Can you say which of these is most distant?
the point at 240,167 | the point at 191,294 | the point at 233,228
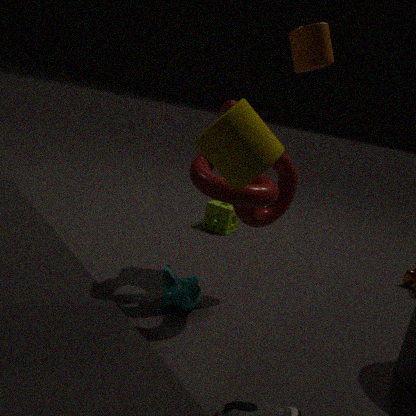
the point at 233,228
